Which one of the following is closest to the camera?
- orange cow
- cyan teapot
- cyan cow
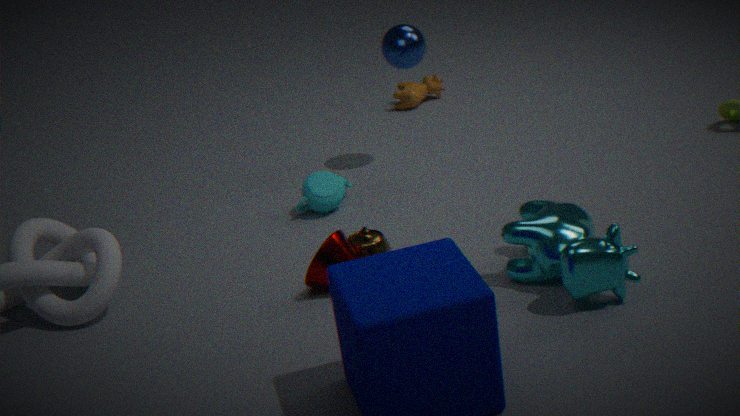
cyan cow
